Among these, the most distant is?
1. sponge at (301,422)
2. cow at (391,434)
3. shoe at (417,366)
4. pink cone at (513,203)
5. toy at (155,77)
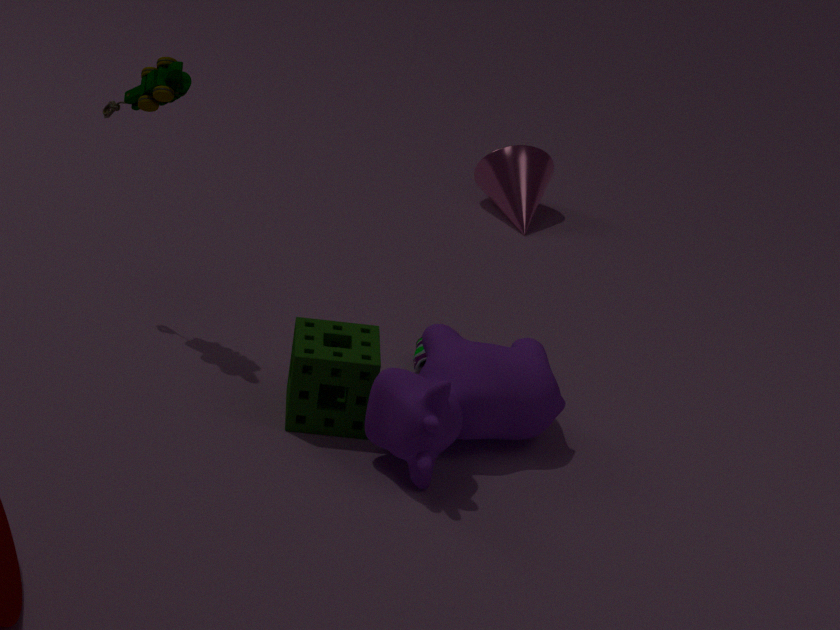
pink cone at (513,203)
